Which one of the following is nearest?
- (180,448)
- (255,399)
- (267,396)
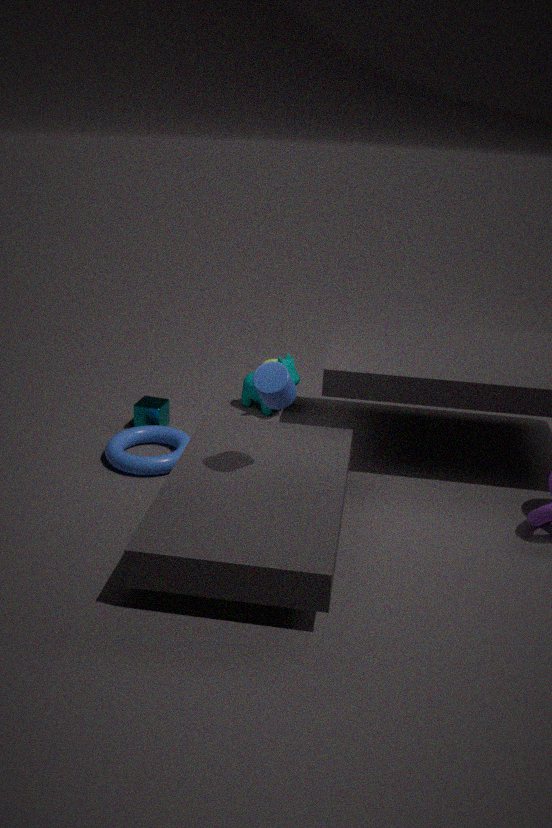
(267,396)
